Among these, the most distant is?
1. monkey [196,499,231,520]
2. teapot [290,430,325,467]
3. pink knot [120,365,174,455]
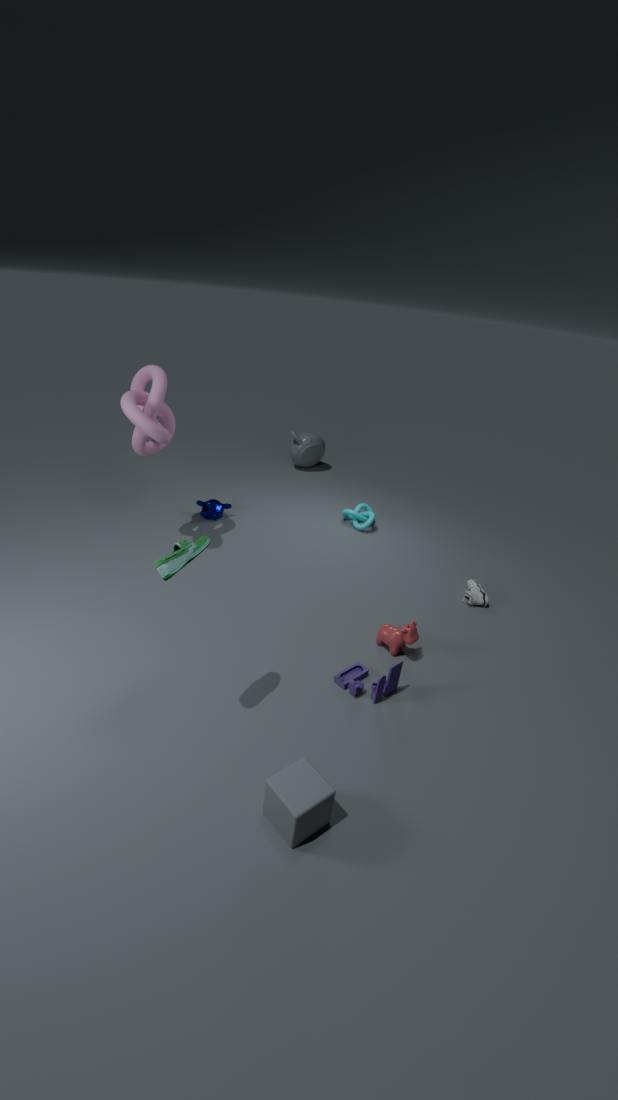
teapot [290,430,325,467]
